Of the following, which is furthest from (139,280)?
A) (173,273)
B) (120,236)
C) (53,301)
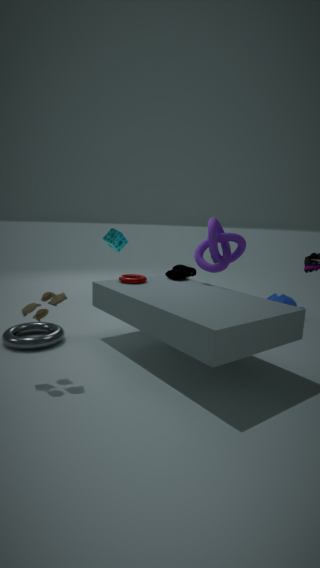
(53,301)
